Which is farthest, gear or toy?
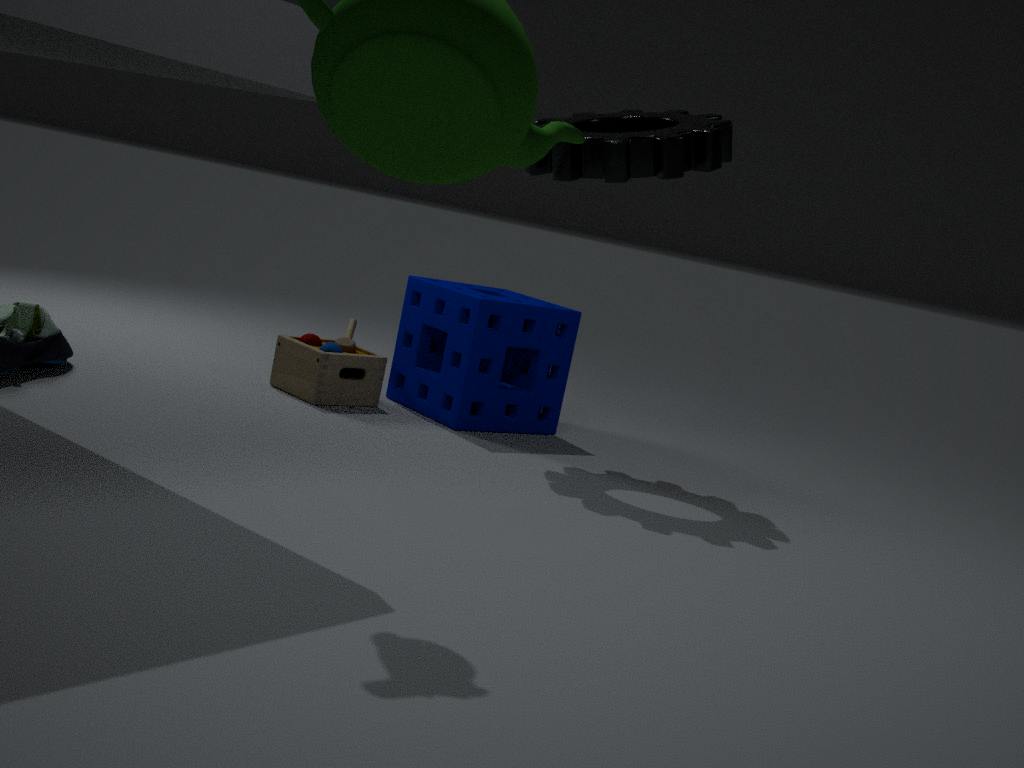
toy
